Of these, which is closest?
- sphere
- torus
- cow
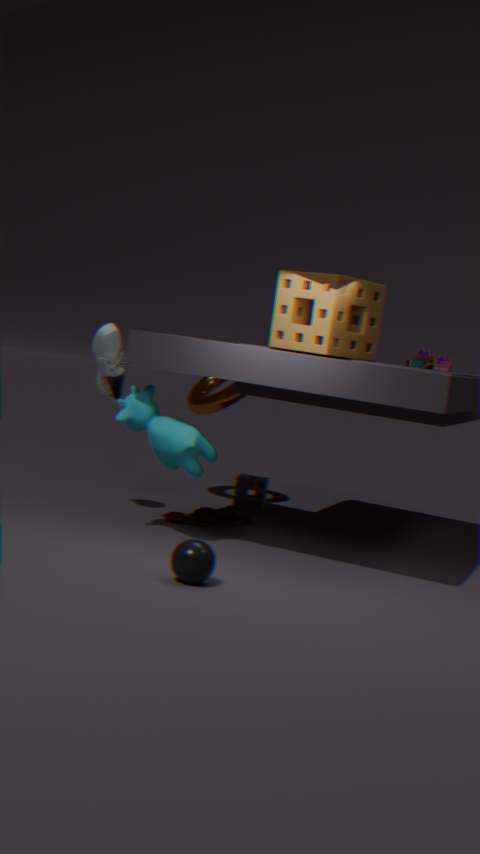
sphere
